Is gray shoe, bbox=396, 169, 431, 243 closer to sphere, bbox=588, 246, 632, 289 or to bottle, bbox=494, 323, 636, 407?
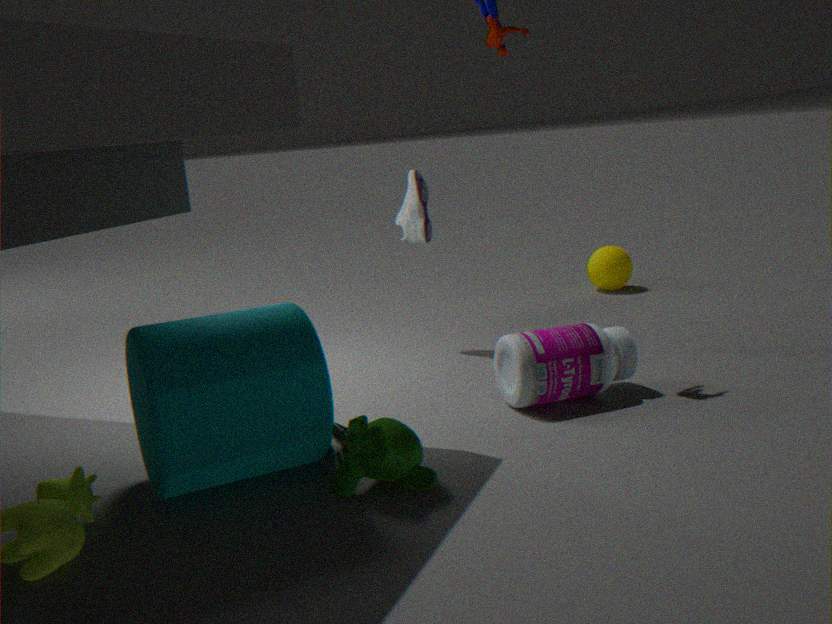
bottle, bbox=494, 323, 636, 407
